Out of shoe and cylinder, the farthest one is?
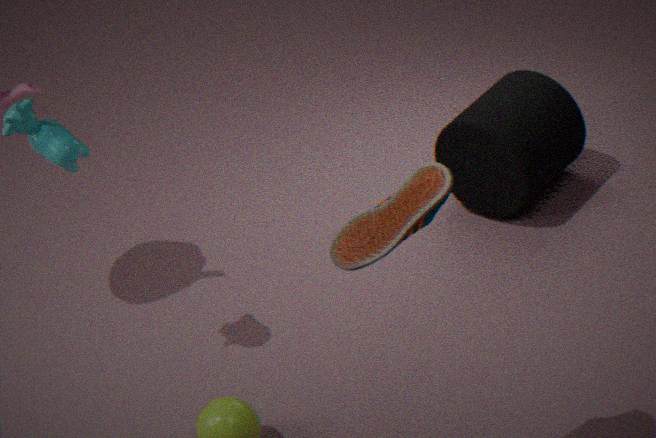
cylinder
